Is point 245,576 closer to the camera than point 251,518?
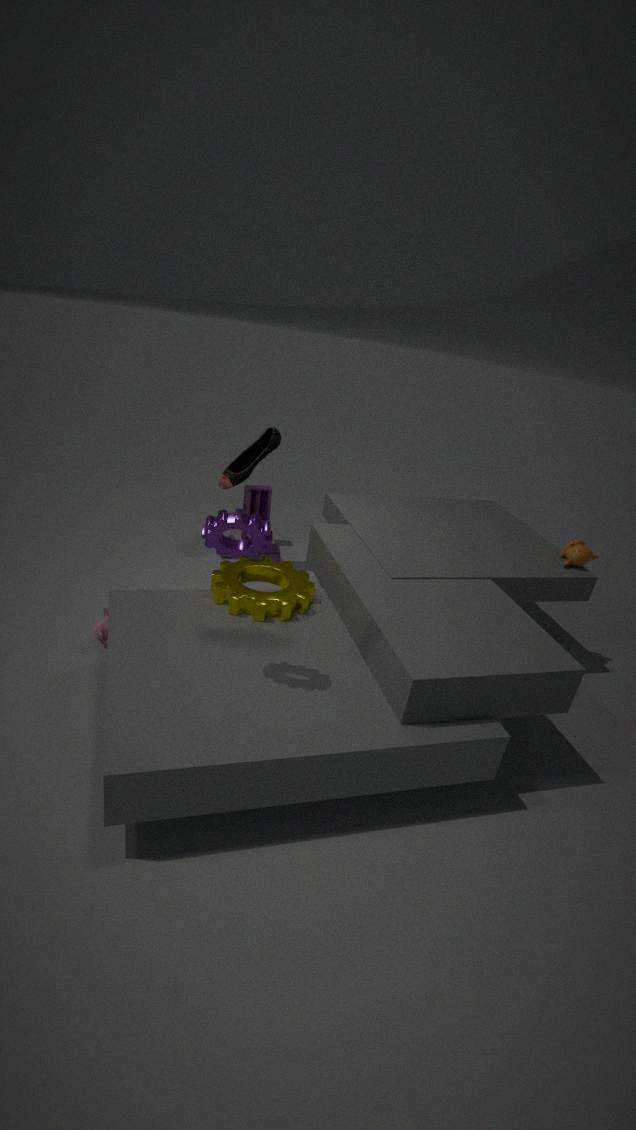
No
